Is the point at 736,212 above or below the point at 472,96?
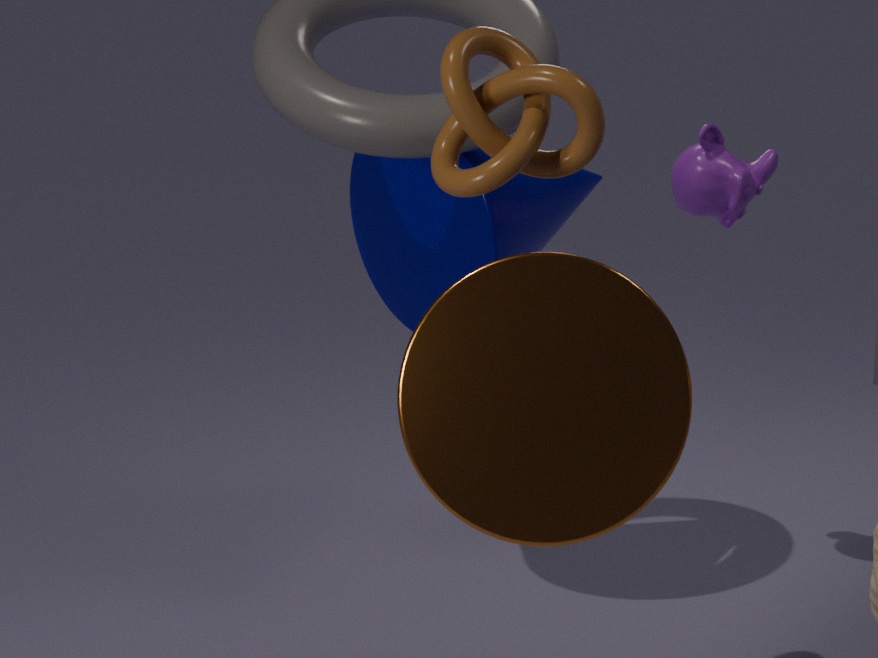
below
